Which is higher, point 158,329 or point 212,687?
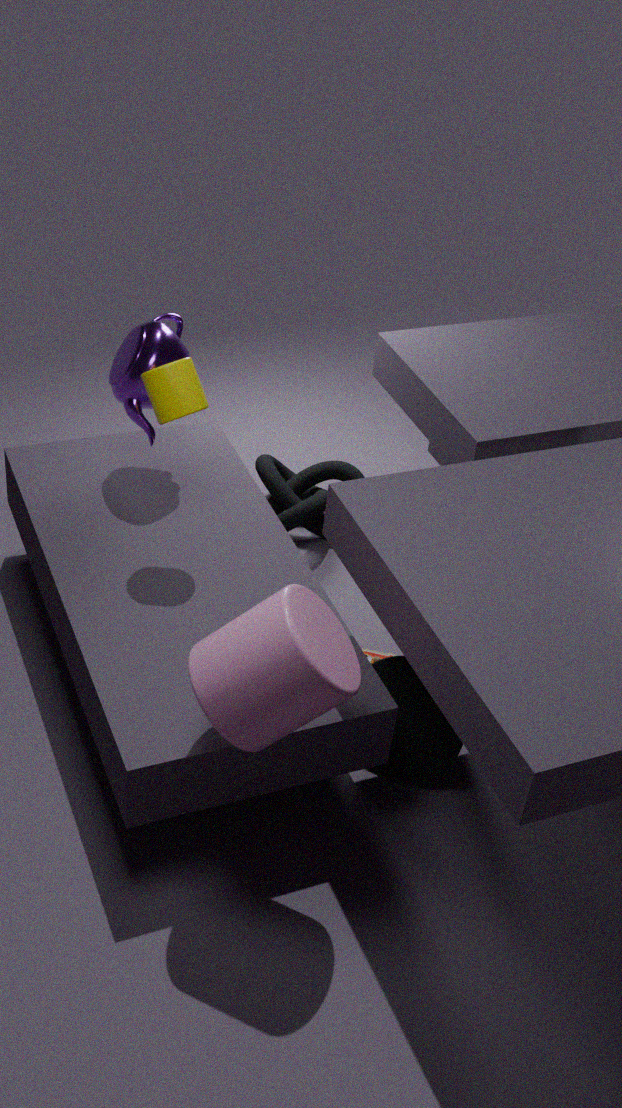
point 158,329
